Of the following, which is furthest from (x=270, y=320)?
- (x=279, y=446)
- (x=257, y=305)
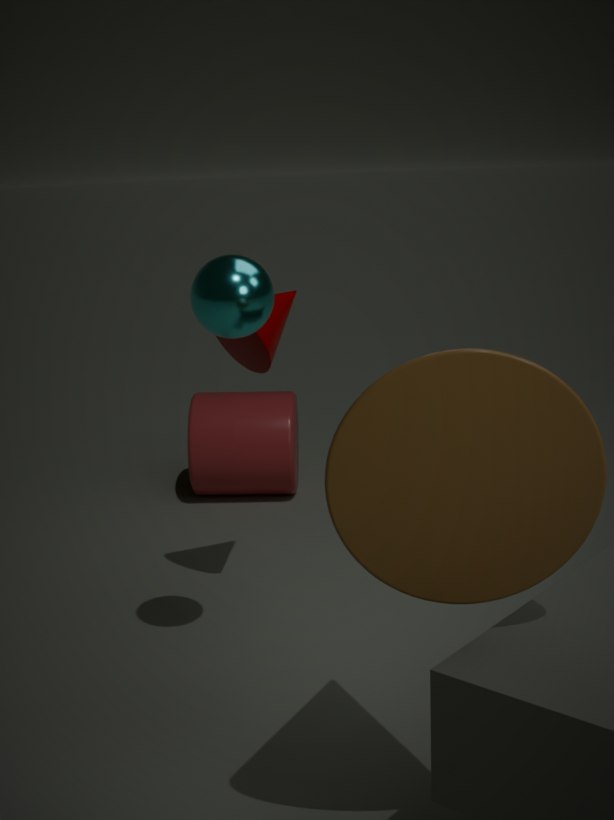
(x=279, y=446)
